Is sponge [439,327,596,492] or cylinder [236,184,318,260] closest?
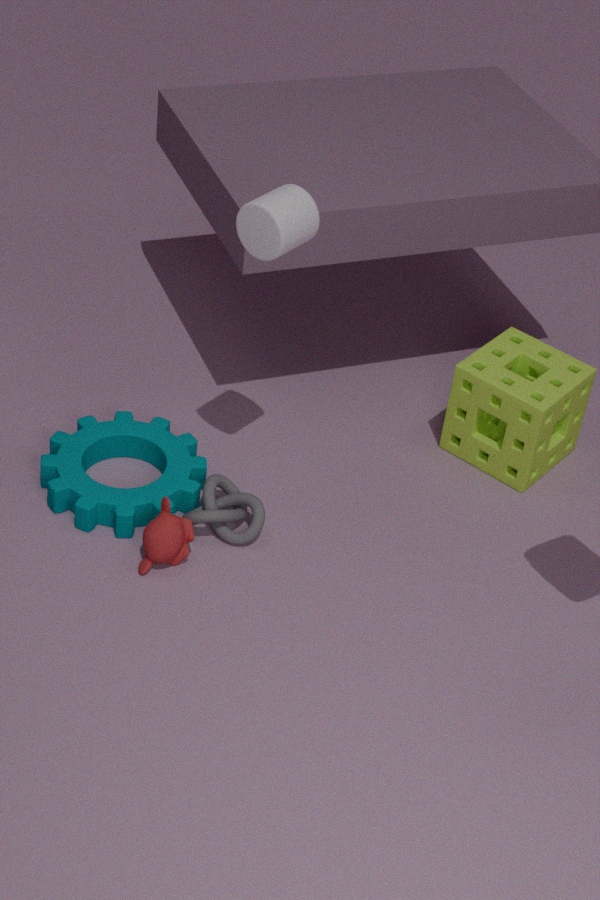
cylinder [236,184,318,260]
